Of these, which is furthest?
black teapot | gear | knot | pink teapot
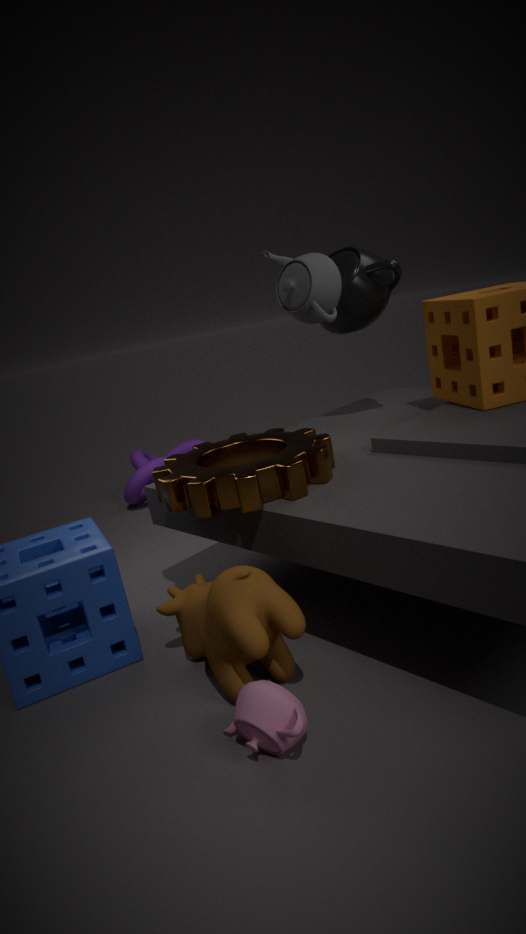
knot
